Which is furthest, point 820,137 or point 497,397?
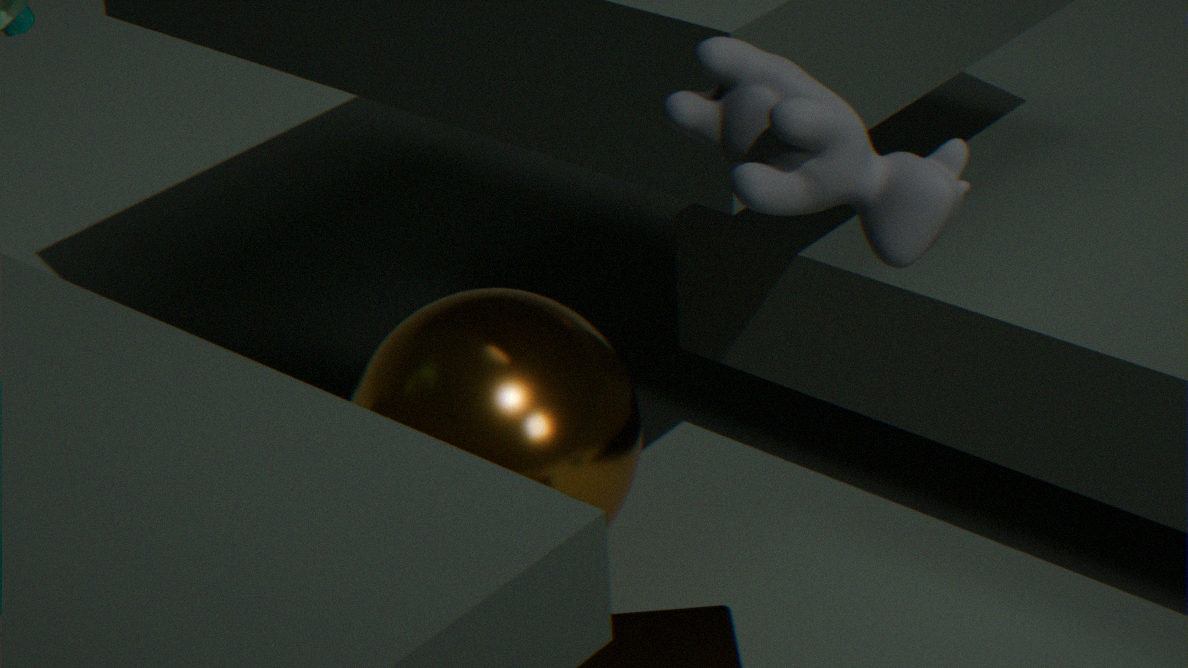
point 497,397
